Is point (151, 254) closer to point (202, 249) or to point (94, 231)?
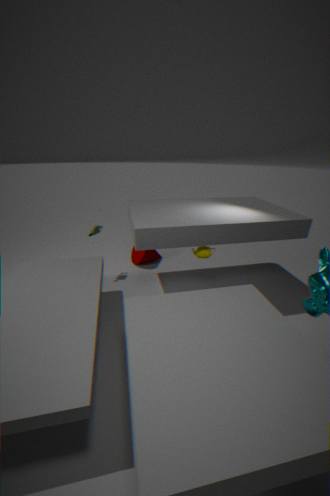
point (94, 231)
